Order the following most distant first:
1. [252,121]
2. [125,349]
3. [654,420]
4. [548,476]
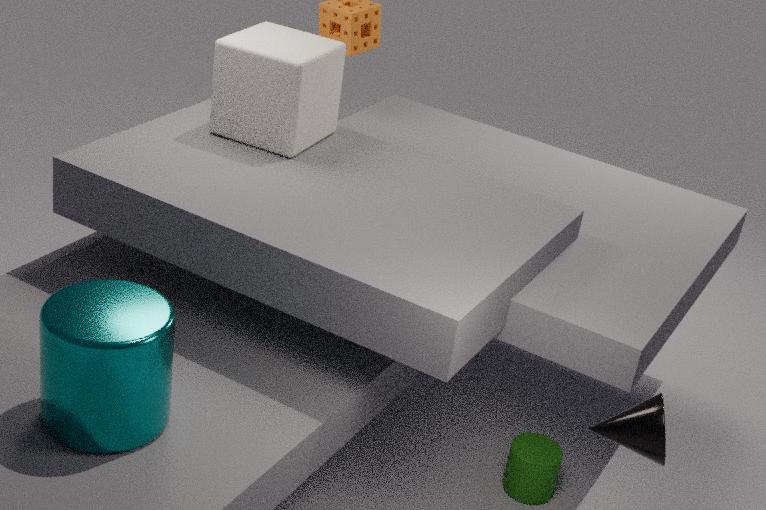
[252,121] < [548,476] < [654,420] < [125,349]
